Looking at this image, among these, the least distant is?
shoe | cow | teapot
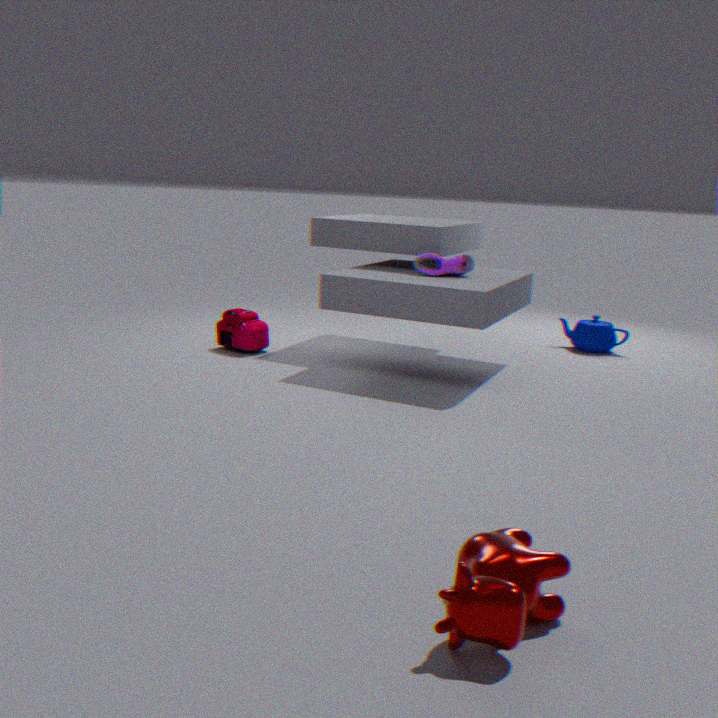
cow
